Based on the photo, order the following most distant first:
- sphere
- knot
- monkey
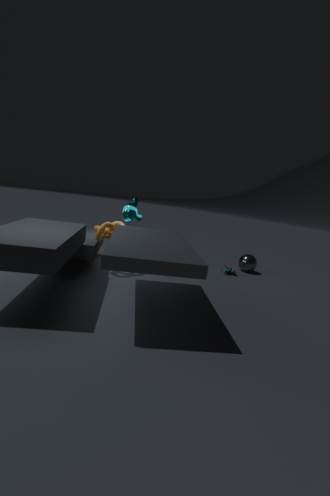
sphere
monkey
knot
